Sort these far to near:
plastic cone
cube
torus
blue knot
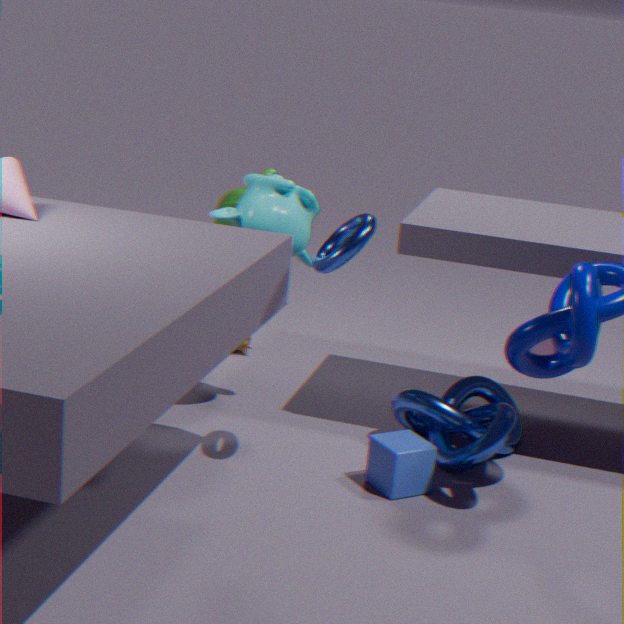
plastic cone → blue knot → cube → torus
